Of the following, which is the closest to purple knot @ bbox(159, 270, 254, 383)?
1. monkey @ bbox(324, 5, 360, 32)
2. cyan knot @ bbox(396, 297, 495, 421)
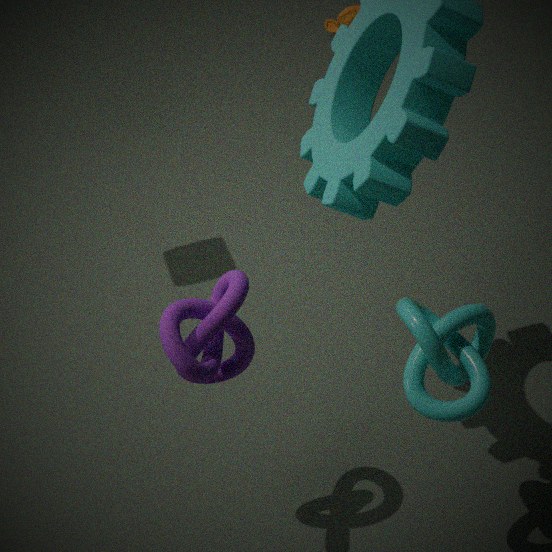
cyan knot @ bbox(396, 297, 495, 421)
